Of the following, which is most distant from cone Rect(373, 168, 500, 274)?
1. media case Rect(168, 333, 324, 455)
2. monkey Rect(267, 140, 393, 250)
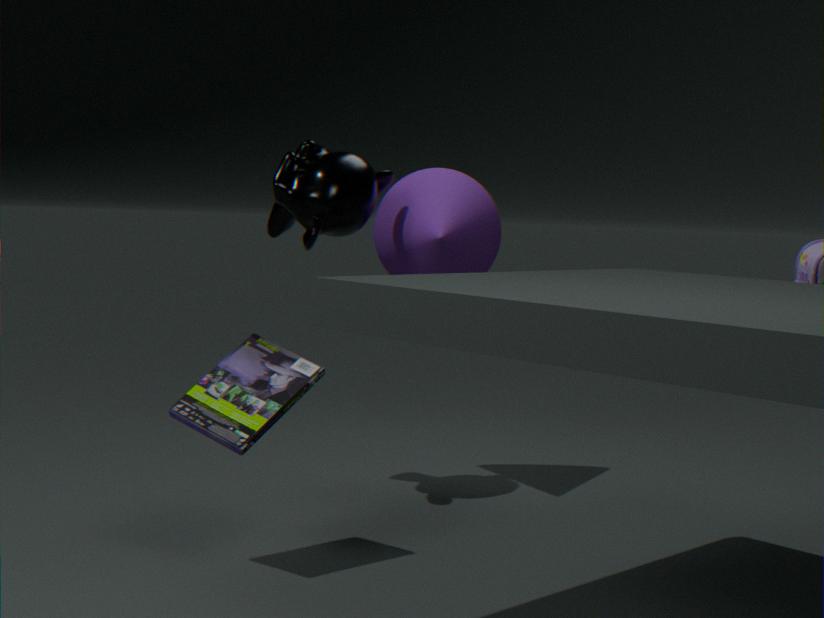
media case Rect(168, 333, 324, 455)
